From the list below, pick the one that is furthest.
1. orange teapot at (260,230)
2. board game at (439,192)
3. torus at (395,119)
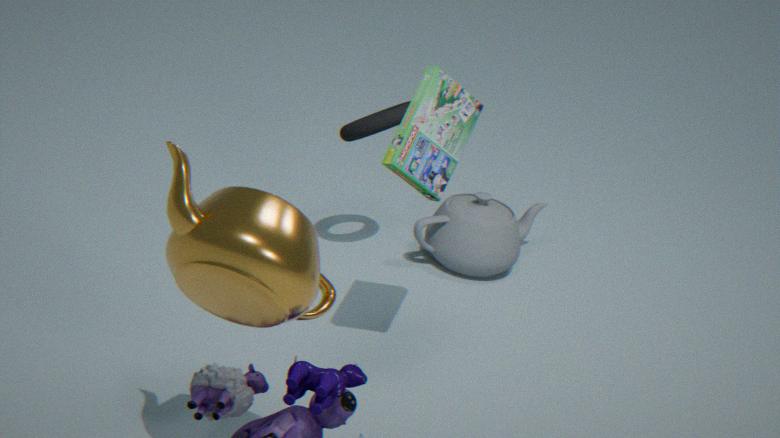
torus at (395,119)
